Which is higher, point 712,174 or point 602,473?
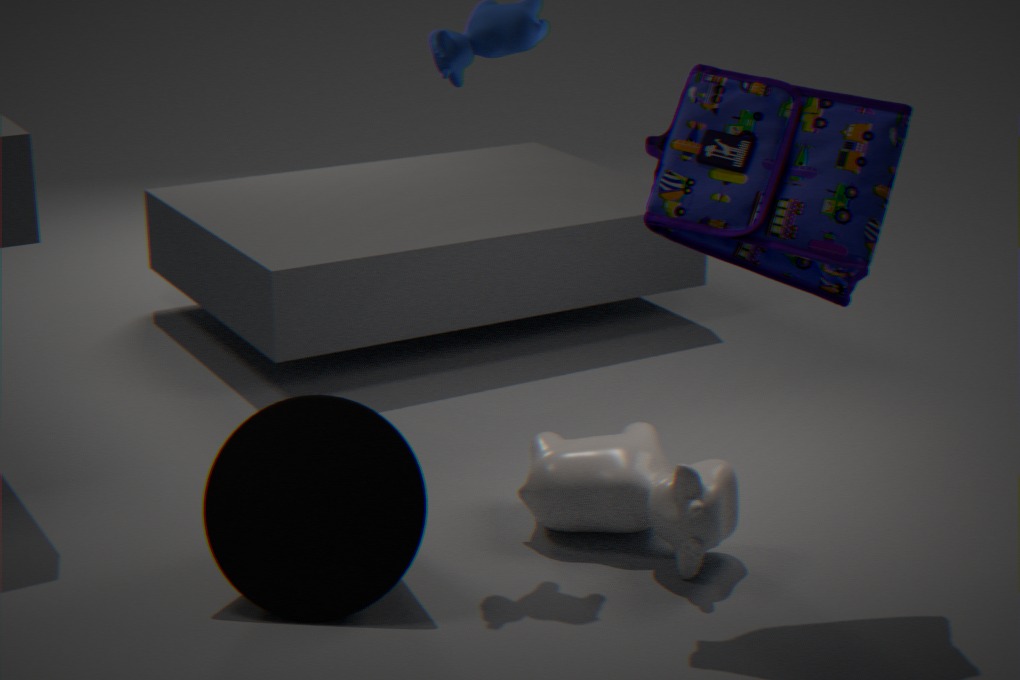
point 712,174
